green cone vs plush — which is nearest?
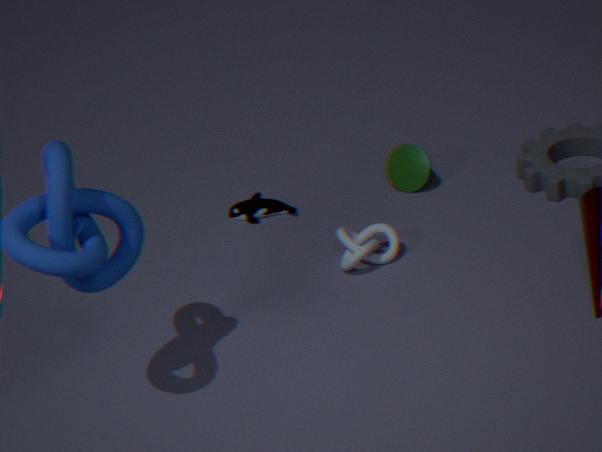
green cone
